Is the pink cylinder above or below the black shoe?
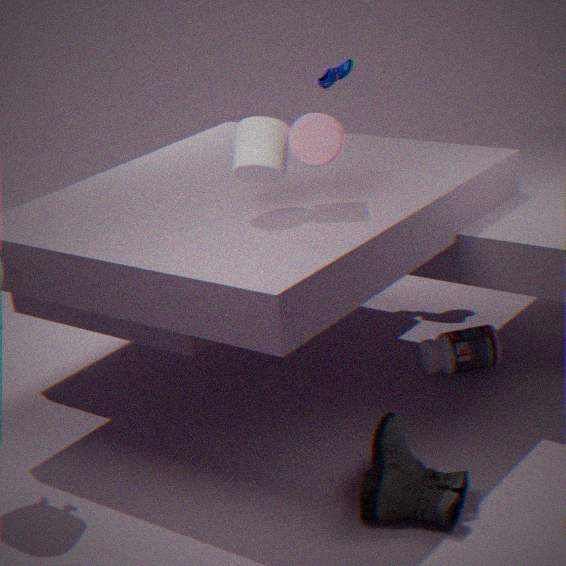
above
